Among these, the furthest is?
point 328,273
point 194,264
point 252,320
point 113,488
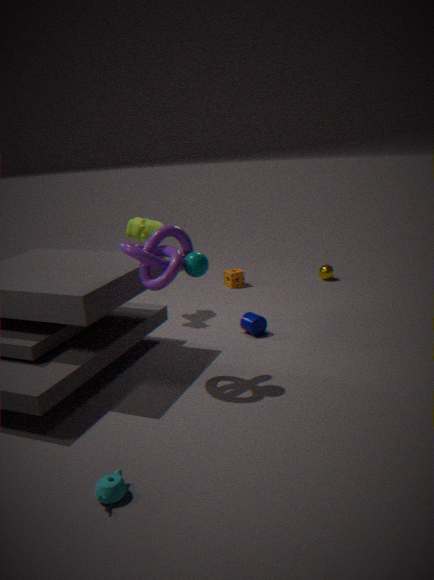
point 328,273
